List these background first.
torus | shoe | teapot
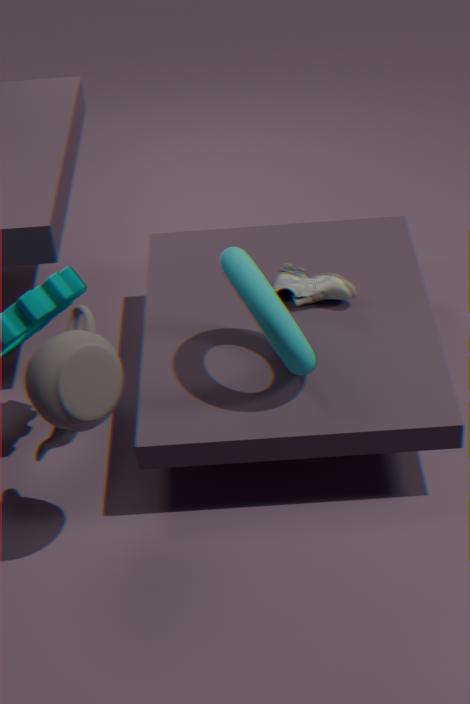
shoe → torus → teapot
